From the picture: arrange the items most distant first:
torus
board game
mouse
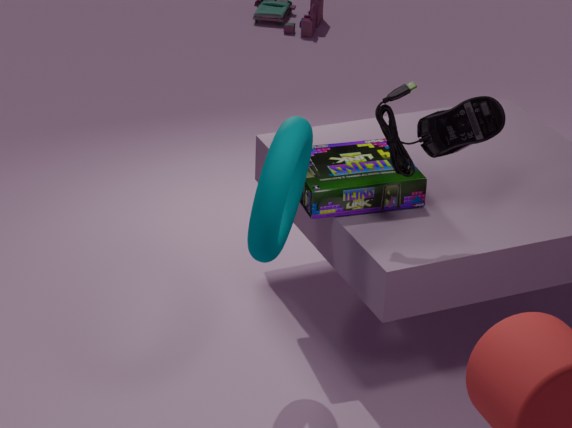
board game, mouse, torus
